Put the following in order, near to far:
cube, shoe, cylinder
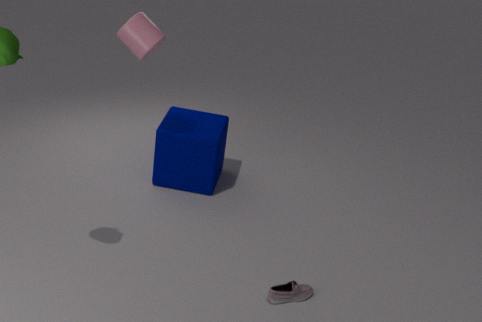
1. shoe
2. cylinder
3. cube
